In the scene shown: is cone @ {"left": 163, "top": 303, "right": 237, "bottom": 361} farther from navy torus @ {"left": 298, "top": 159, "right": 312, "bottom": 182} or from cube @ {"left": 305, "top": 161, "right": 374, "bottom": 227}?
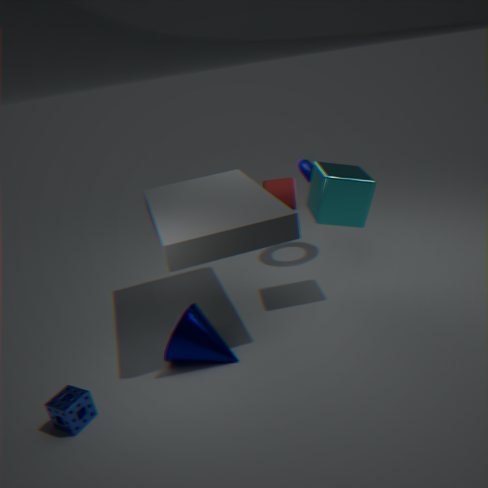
navy torus @ {"left": 298, "top": 159, "right": 312, "bottom": 182}
